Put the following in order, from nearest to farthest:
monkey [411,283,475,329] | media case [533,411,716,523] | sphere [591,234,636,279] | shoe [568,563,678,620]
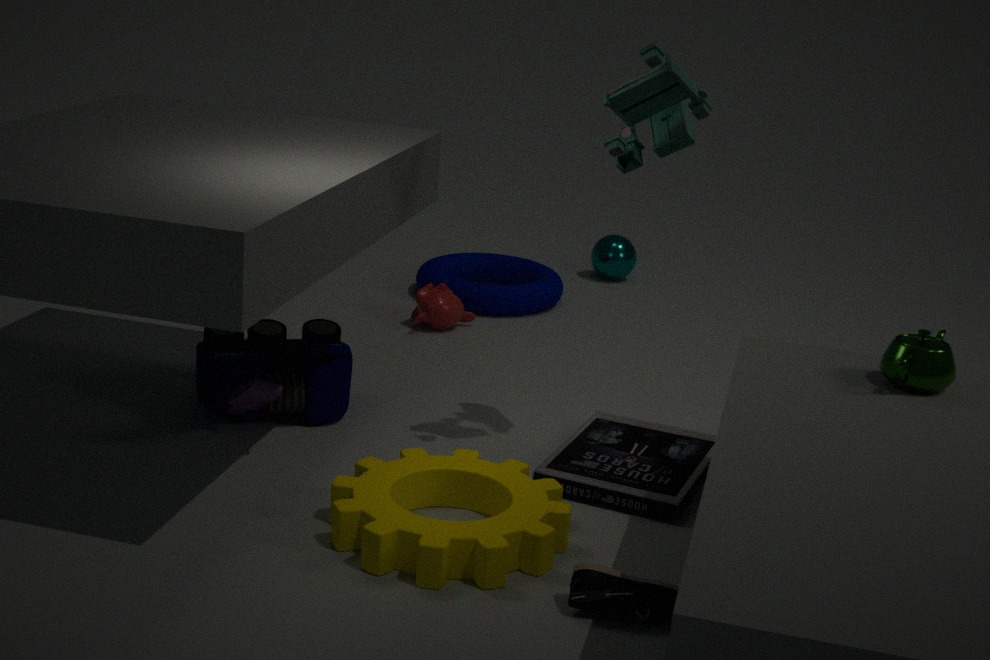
shoe [568,563,678,620], media case [533,411,716,523], monkey [411,283,475,329], sphere [591,234,636,279]
